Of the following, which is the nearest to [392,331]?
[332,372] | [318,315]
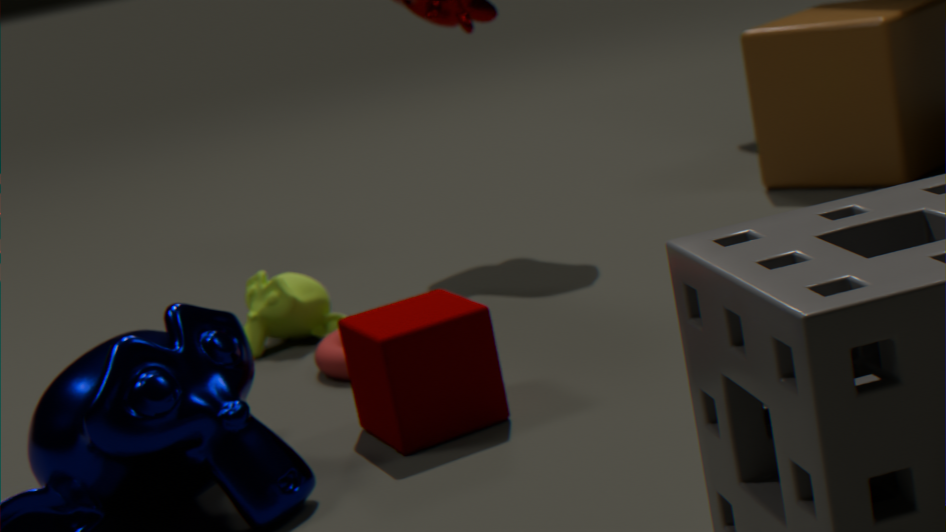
[332,372]
